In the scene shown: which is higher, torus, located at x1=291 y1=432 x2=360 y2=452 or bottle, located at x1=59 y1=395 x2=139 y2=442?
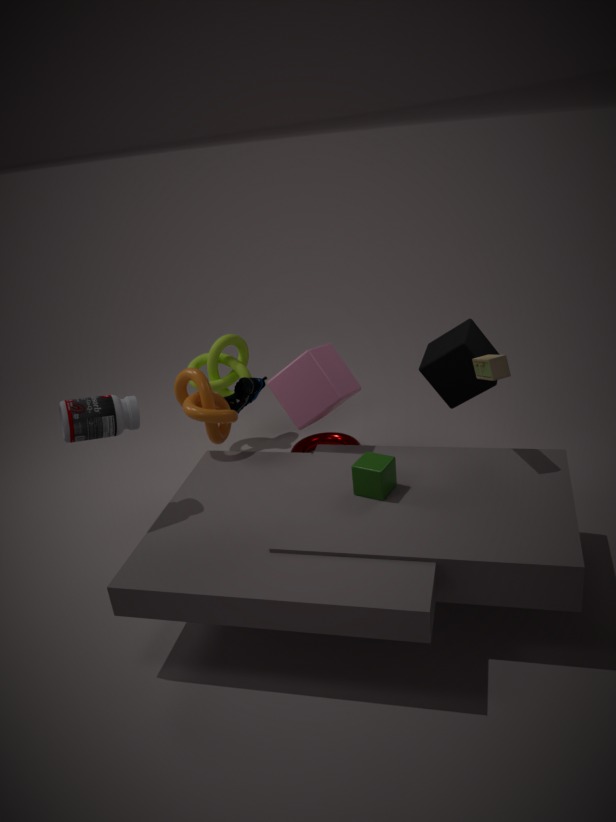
bottle, located at x1=59 y1=395 x2=139 y2=442
